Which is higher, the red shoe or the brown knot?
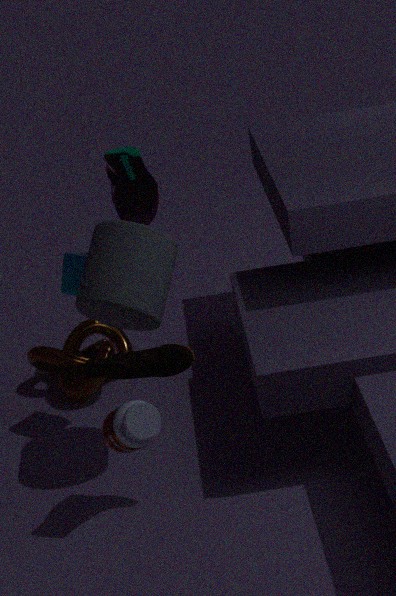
the red shoe
